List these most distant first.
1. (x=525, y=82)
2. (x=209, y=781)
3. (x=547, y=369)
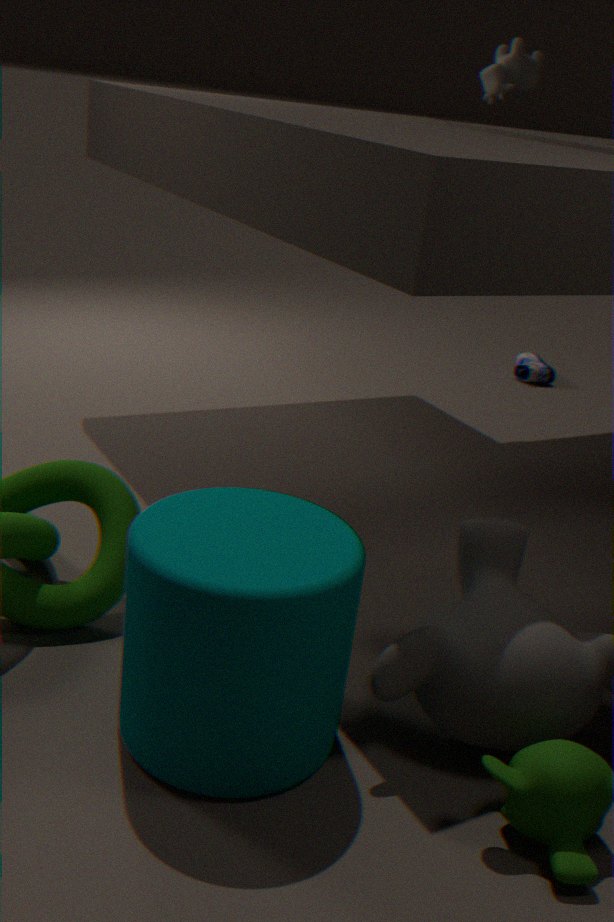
(x=547, y=369) → (x=525, y=82) → (x=209, y=781)
